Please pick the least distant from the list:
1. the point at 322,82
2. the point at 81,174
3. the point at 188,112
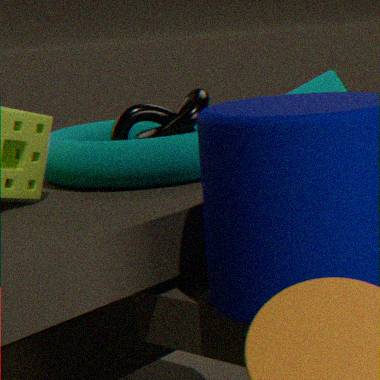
the point at 81,174
